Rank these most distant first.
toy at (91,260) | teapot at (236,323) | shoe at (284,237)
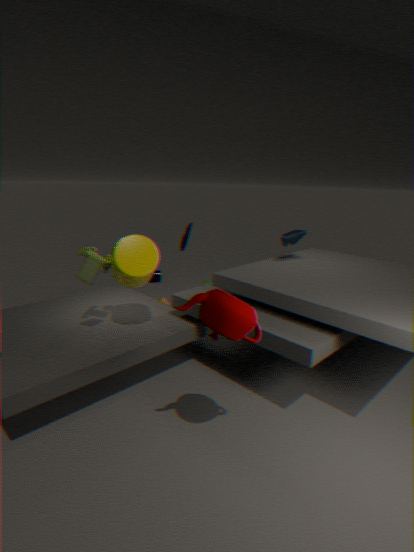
shoe at (284,237)
toy at (91,260)
teapot at (236,323)
